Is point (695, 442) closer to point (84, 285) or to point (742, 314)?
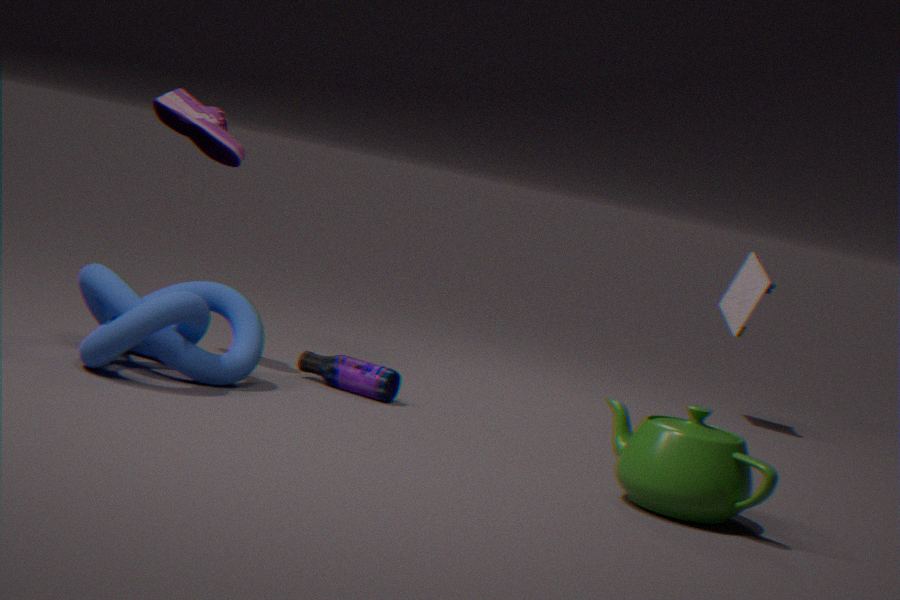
point (84, 285)
